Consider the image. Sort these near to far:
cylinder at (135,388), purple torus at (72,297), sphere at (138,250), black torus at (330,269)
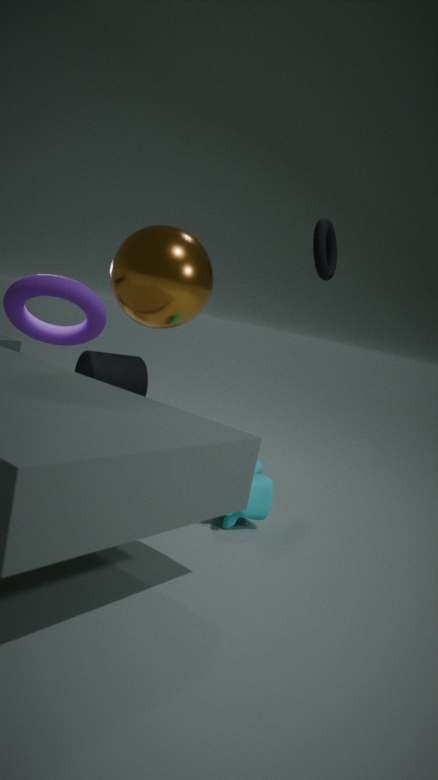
sphere at (138,250), black torus at (330,269), purple torus at (72,297), cylinder at (135,388)
